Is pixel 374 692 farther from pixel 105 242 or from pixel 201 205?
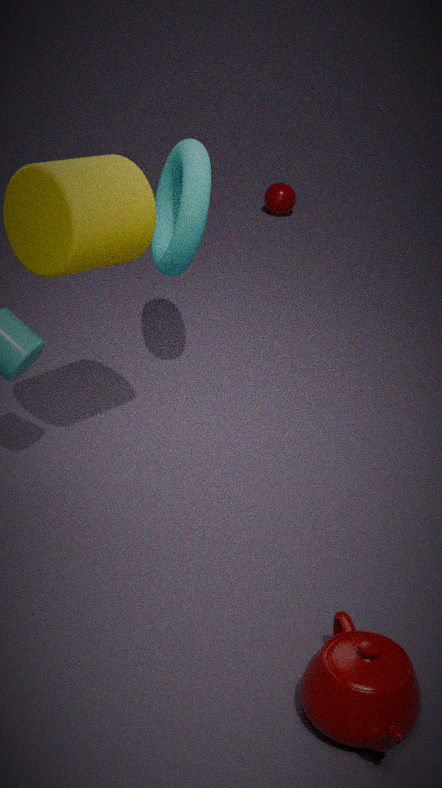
pixel 201 205
